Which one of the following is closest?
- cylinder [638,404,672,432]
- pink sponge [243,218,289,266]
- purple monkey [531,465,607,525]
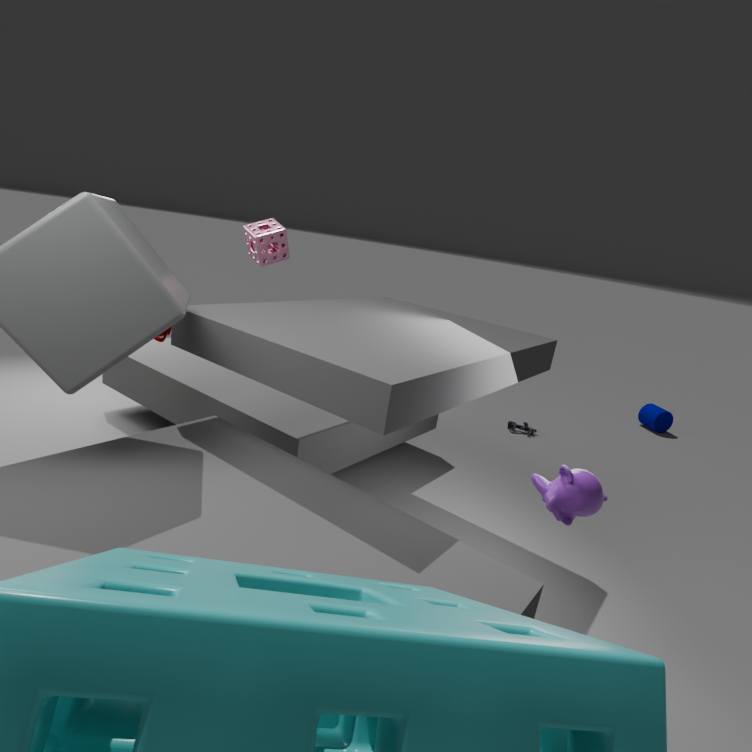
purple monkey [531,465,607,525]
